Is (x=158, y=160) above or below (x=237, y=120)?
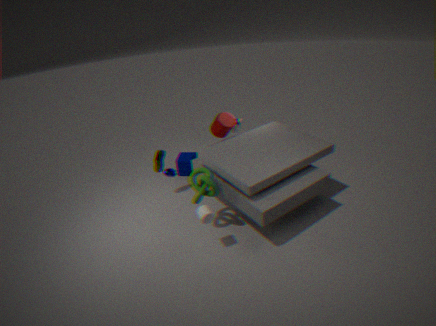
below
